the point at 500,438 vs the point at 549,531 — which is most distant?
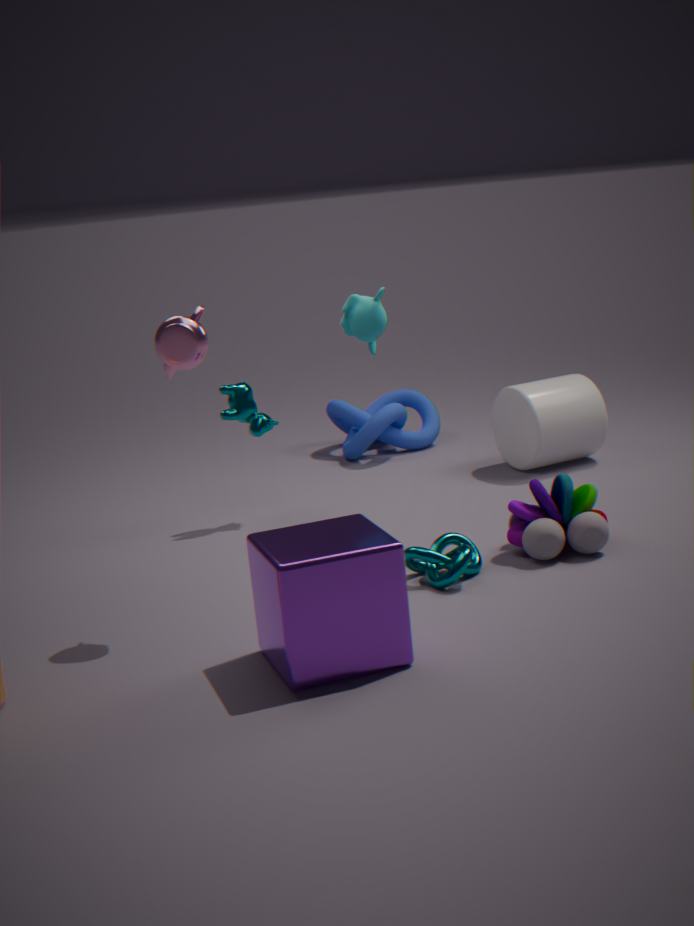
the point at 500,438
